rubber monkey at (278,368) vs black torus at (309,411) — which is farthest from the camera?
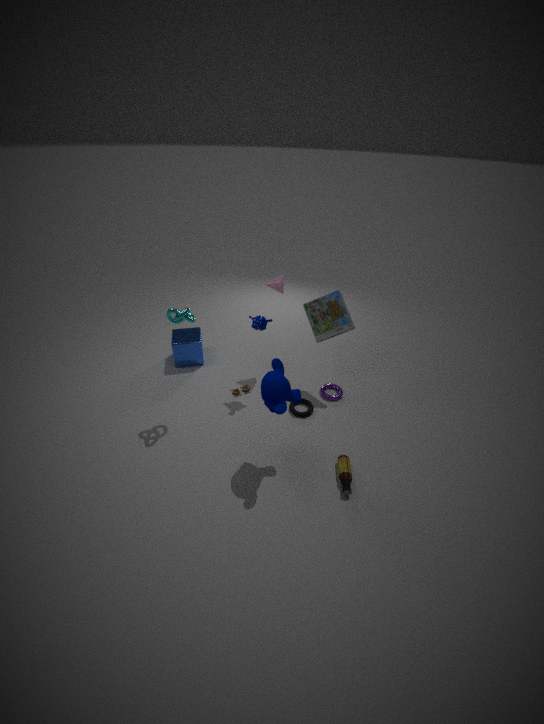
black torus at (309,411)
